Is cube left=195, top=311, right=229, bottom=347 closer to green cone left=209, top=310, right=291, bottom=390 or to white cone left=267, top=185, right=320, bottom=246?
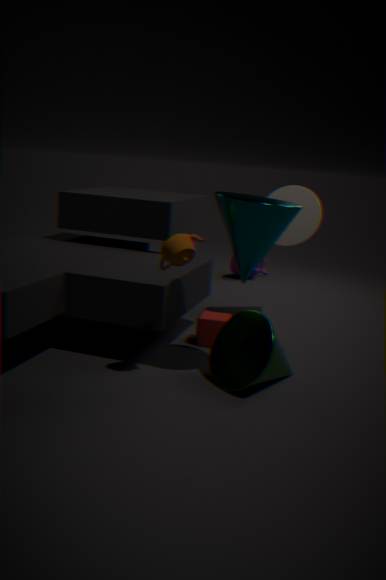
green cone left=209, top=310, right=291, bottom=390
